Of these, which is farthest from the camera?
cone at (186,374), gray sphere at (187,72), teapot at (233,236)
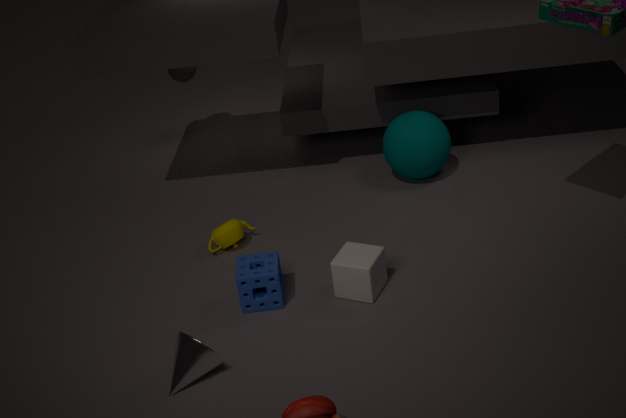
gray sphere at (187,72)
